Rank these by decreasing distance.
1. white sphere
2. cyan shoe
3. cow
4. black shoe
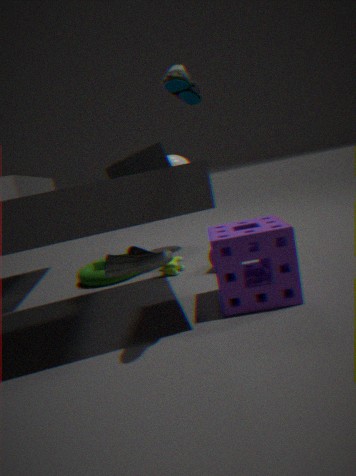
1. white sphere
2. cow
3. black shoe
4. cyan shoe
